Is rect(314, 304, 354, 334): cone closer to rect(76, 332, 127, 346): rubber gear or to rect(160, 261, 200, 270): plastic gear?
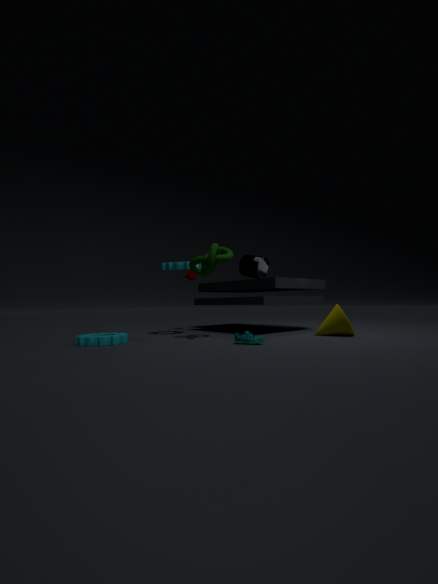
rect(160, 261, 200, 270): plastic gear
